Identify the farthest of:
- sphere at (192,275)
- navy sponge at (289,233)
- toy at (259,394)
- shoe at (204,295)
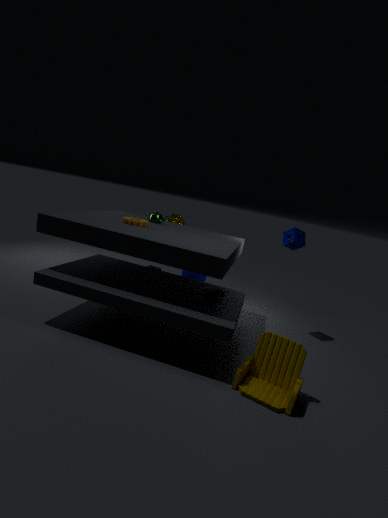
sphere at (192,275)
